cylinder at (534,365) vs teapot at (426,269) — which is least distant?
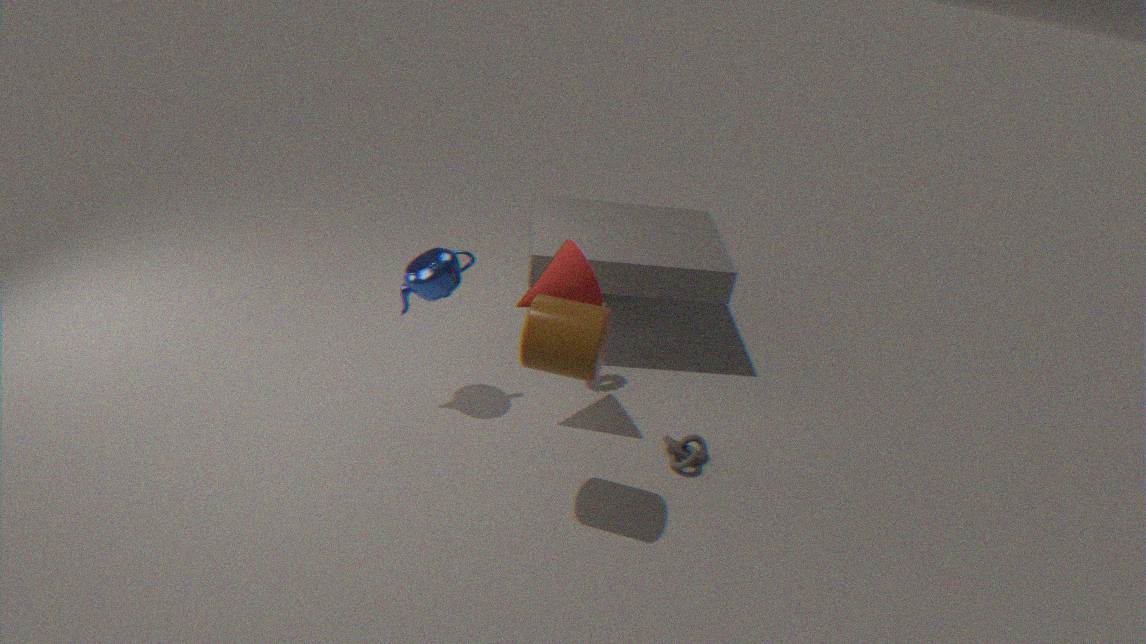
cylinder at (534,365)
